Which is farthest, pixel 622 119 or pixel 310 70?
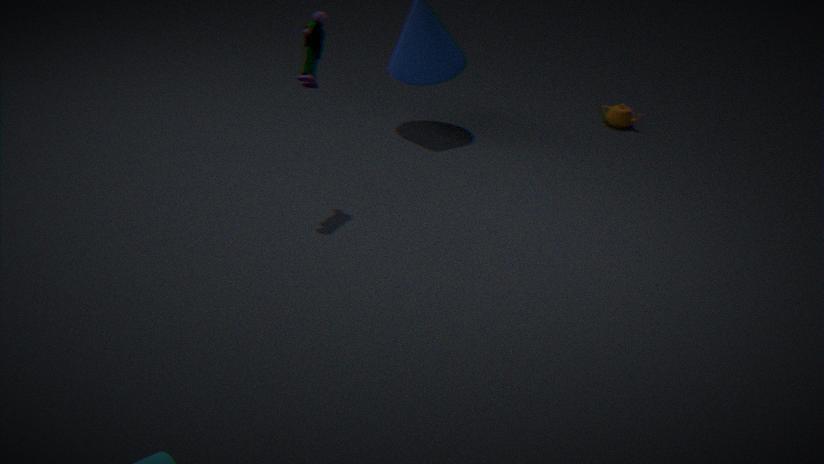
pixel 622 119
